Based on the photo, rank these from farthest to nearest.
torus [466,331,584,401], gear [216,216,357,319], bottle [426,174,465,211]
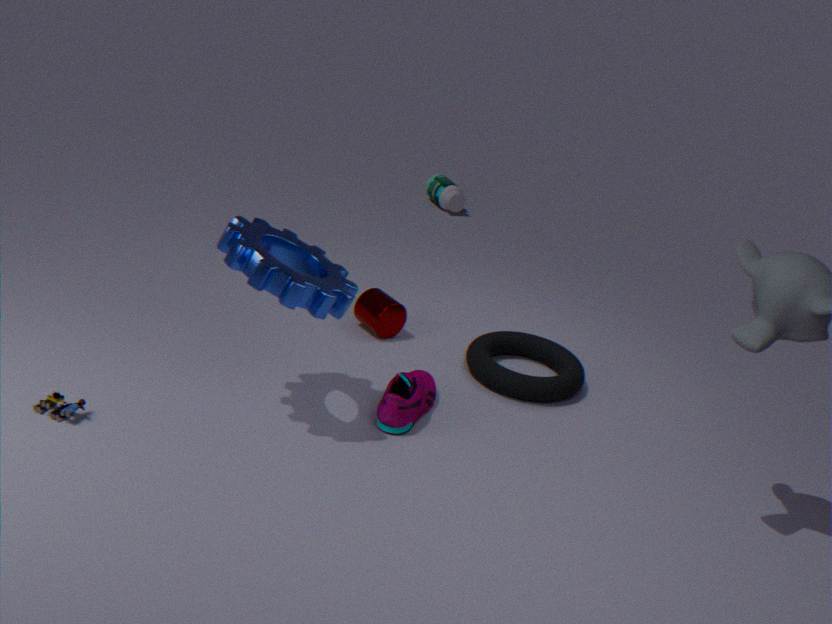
bottle [426,174,465,211] → torus [466,331,584,401] → gear [216,216,357,319]
